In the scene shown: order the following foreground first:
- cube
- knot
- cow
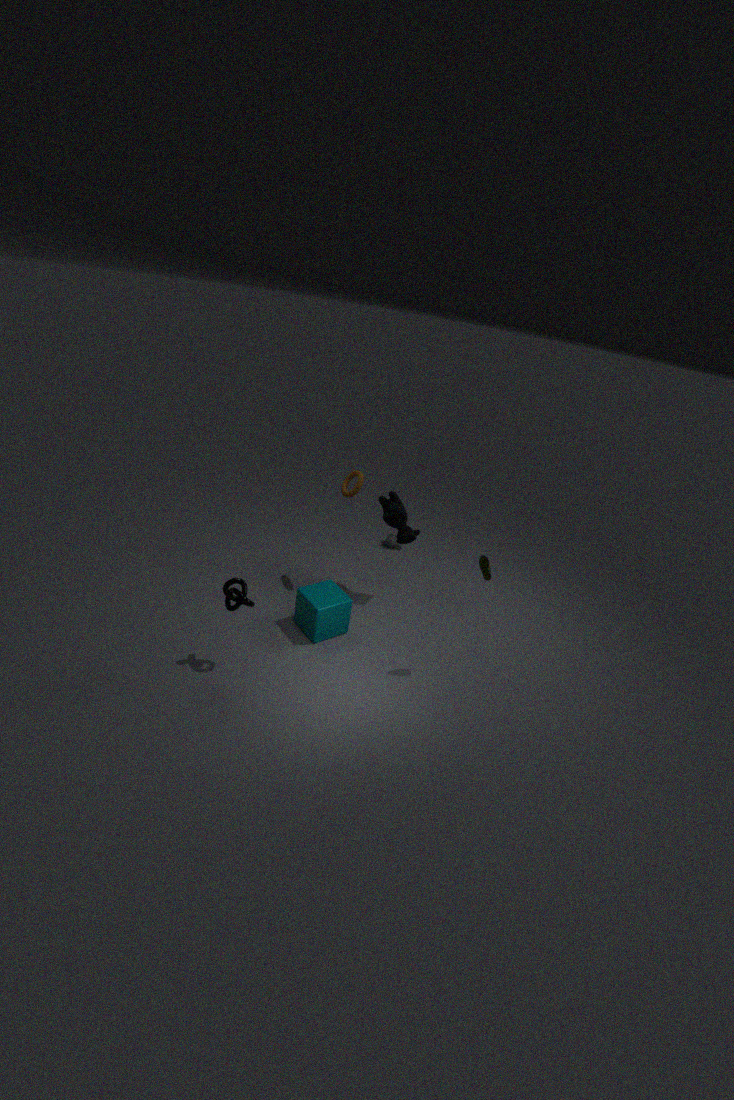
1. knot
2. cube
3. cow
